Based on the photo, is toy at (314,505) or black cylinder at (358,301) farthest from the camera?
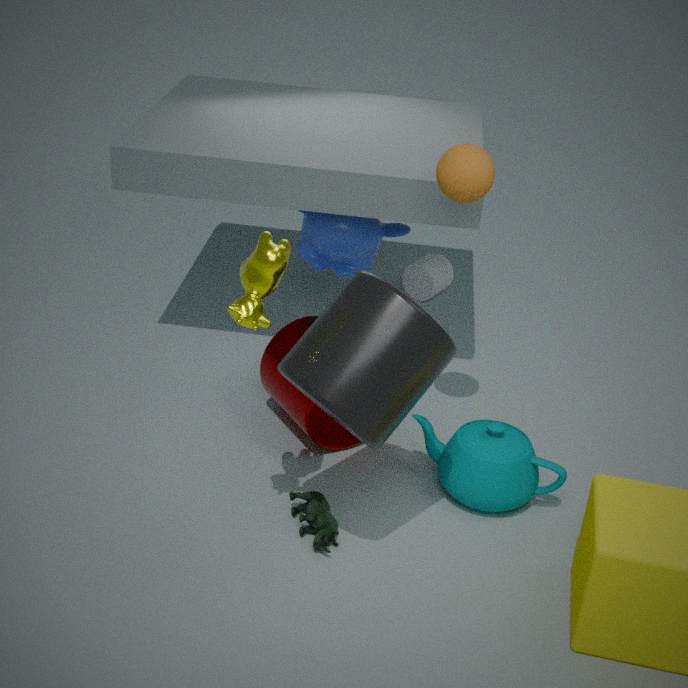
toy at (314,505)
